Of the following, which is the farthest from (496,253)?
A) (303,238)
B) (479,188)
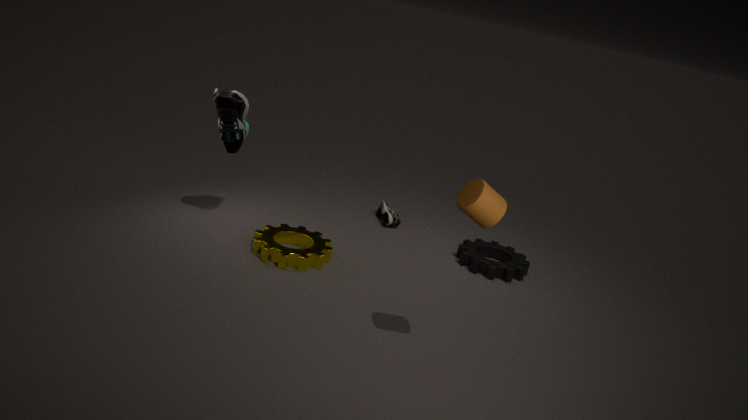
(479,188)
